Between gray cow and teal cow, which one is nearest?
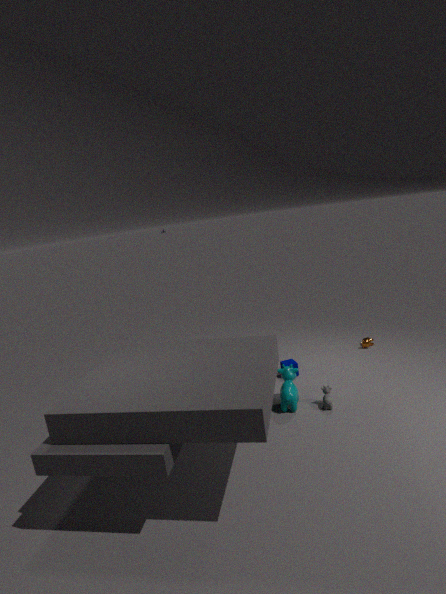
gray cow
